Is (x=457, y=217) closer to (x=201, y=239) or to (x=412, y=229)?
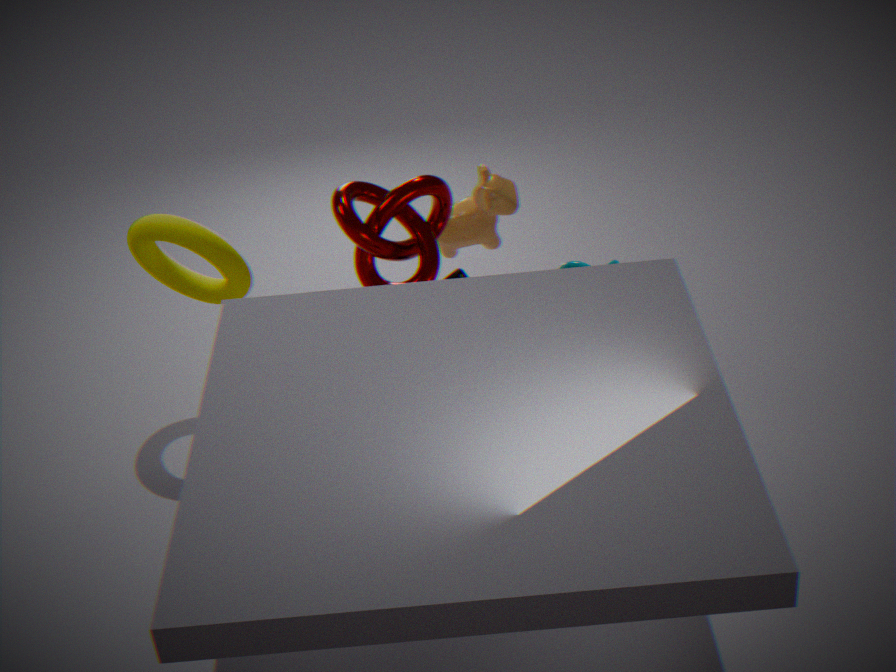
(x=412, y=229)
